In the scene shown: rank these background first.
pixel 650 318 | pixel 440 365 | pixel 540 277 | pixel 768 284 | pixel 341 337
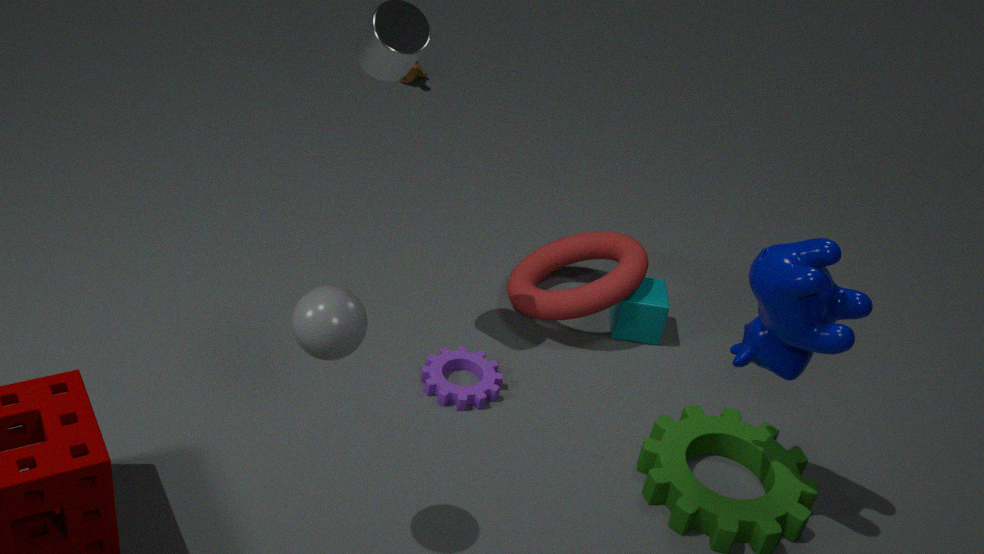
pixel 540 277 < pixel 650 318 < pixel 440 365 < pixel 768 284 < pixel 341 337
